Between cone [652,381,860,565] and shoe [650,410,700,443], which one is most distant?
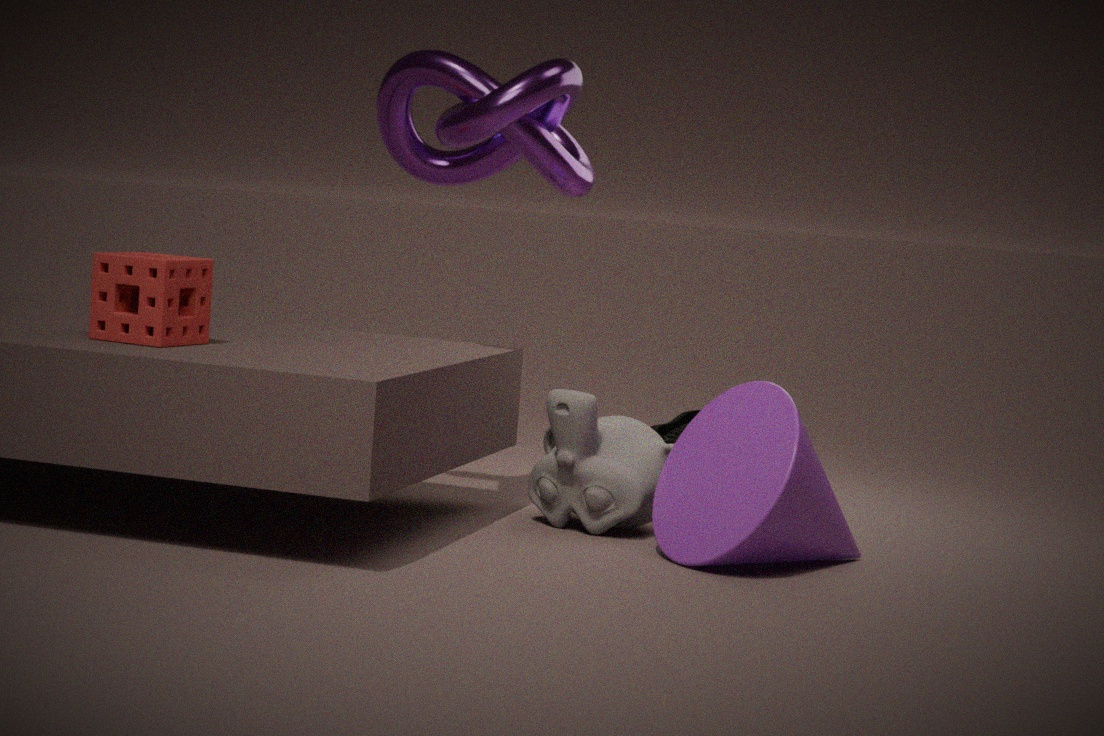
shoe [650,410,700,443]
